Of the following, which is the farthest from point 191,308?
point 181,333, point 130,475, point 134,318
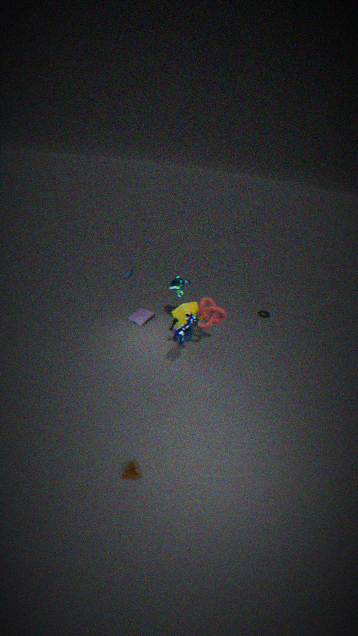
point 130,475
